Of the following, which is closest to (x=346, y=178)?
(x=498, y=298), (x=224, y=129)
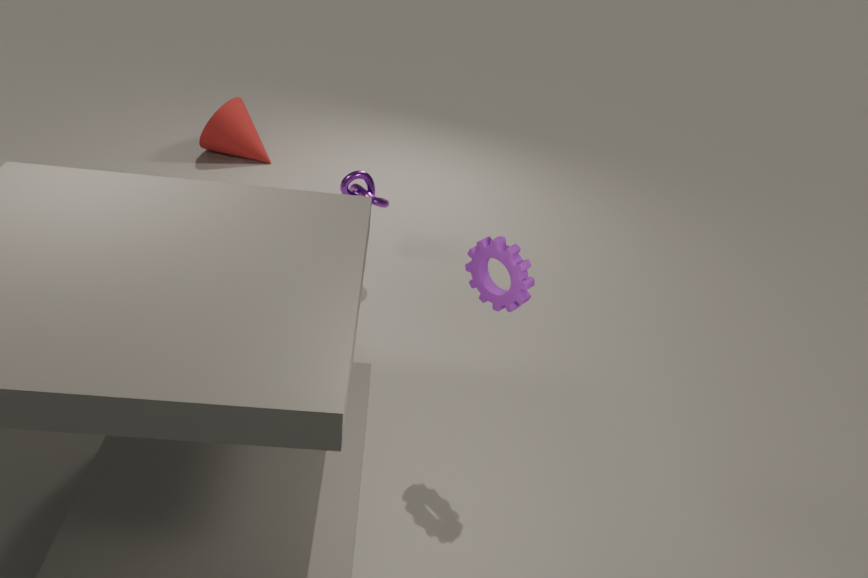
(x=498, y=298)
